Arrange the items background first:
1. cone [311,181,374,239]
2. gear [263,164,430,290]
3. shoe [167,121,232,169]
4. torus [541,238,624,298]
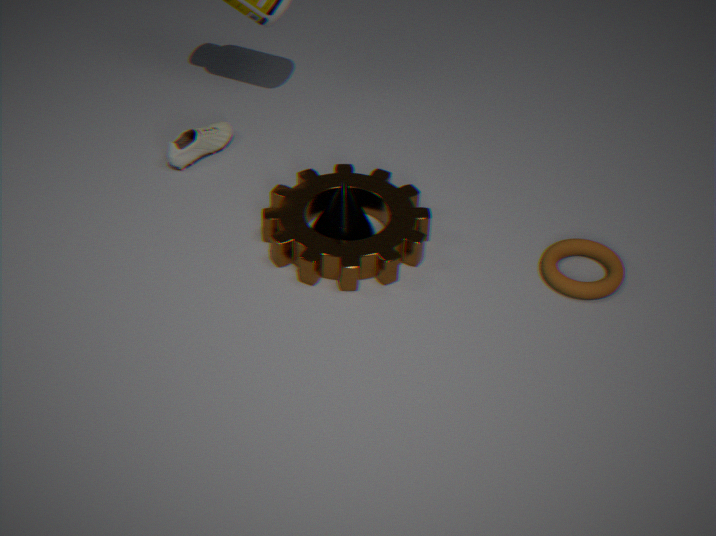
shoe [167,121,232,169]
cone [311,181,374,239]
gear [263,164,430,290]
torus [541,238,624,298]
